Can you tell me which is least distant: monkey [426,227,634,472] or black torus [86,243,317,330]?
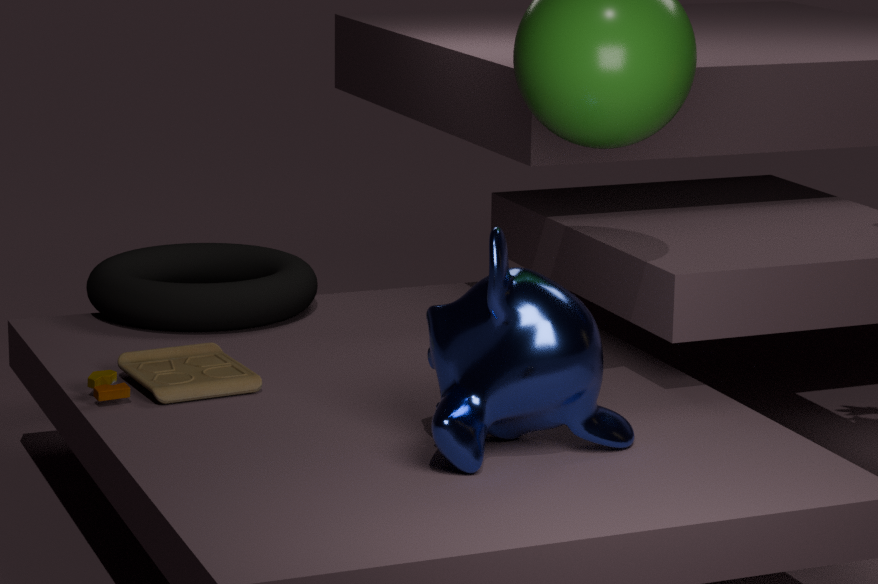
monkey [426,227,634,472]
